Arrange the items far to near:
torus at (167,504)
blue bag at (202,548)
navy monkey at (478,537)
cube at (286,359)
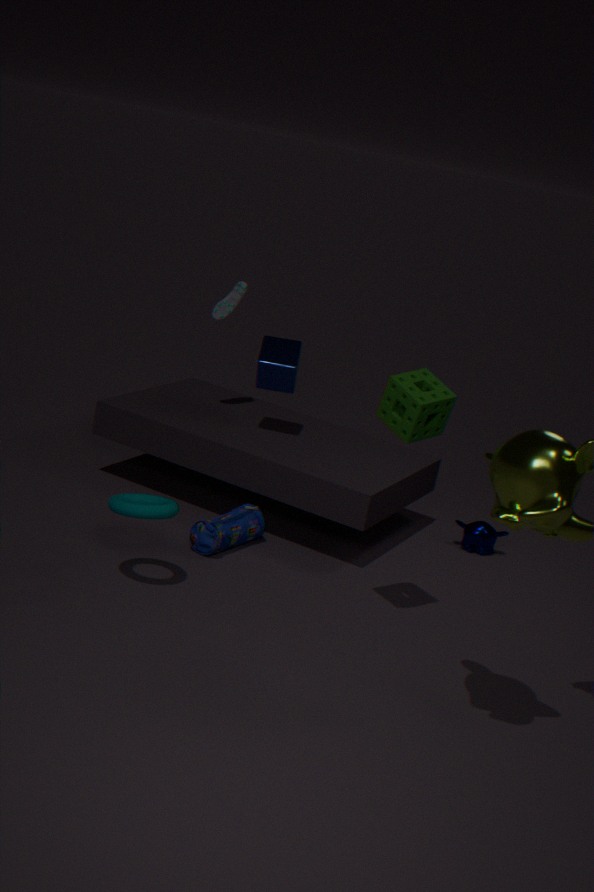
navy monkey at (478,537), cube at (286,359), blue bag at (202,548), torus at (167,504)
